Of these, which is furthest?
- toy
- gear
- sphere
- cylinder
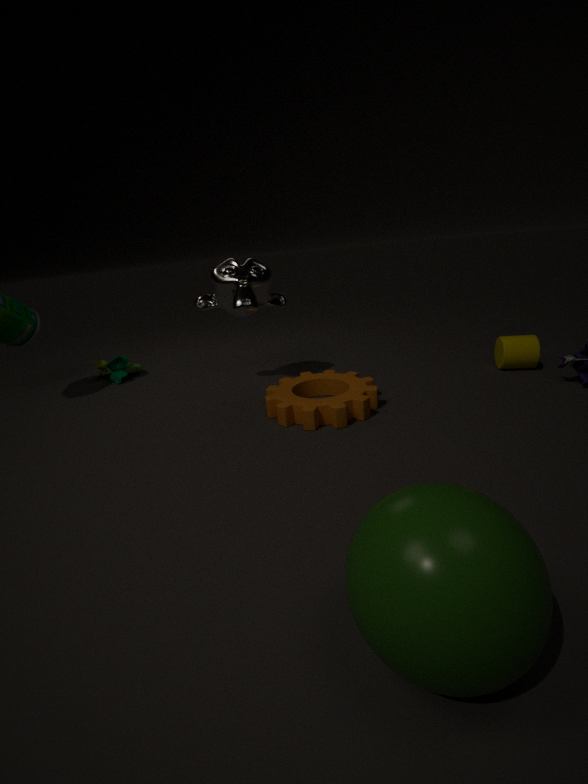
toy
